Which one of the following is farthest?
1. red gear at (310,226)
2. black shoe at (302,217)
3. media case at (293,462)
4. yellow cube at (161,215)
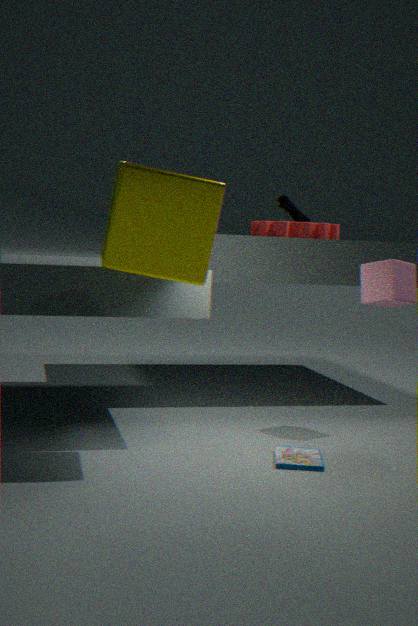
black shoe at (302,217)
